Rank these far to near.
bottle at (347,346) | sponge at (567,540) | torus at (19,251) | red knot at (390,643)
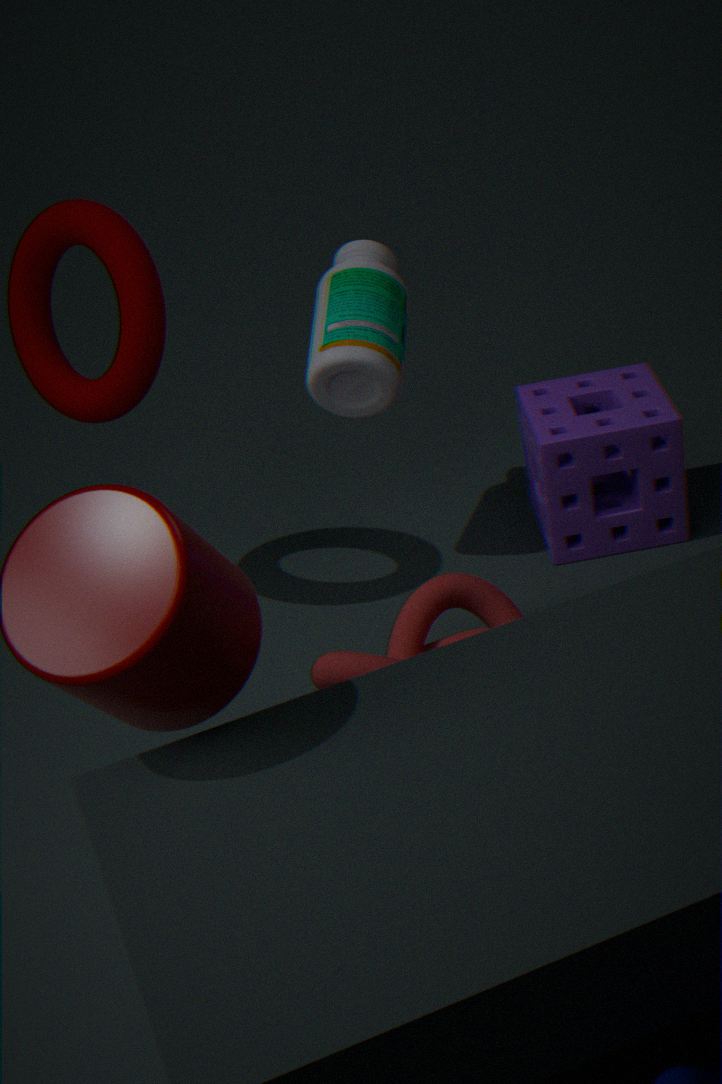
sponge at (567,540), bottle at (347,346), torus at (19,251), red knot at (390,643)
